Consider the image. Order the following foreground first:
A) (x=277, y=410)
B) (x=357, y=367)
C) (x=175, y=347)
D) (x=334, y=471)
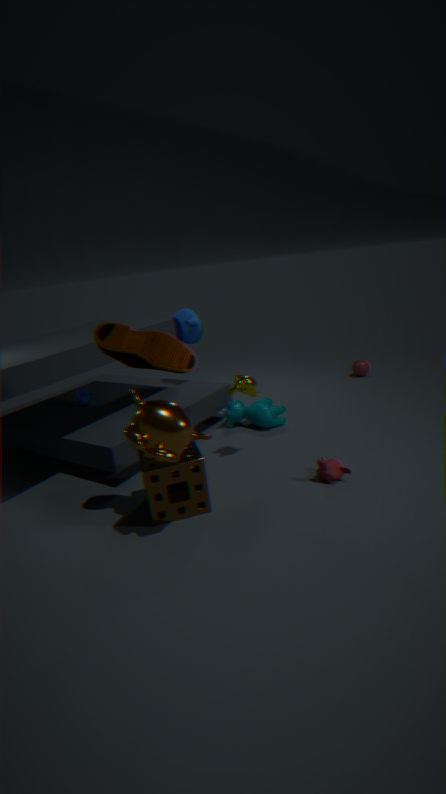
(x=175, y=347)
(x=334, y=471)
(x=277, y=410)
(x=357, y=367)
